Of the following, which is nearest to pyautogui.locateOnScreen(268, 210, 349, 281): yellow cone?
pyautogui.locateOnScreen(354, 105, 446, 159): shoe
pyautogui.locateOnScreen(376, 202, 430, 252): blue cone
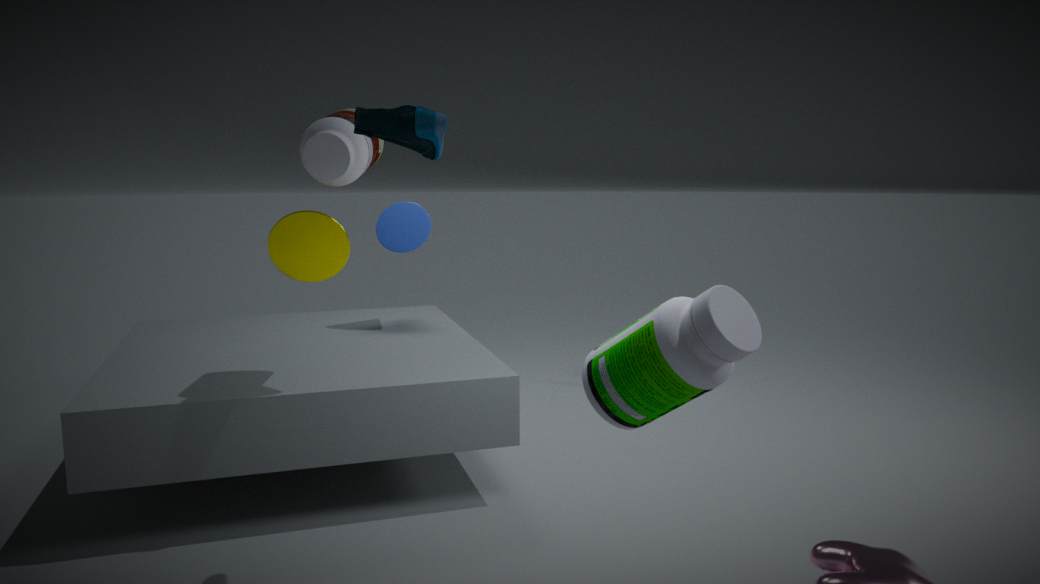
pyautogui.locateOnScreen(354, 105, 446, 159): shoe
